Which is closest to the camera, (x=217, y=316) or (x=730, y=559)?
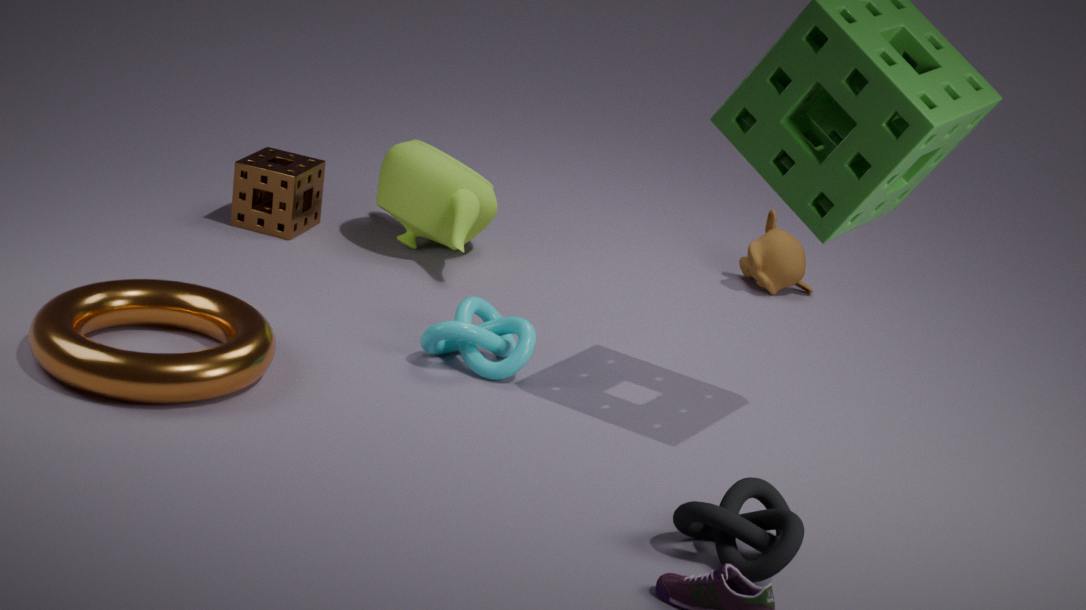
(x=730, y=559)
